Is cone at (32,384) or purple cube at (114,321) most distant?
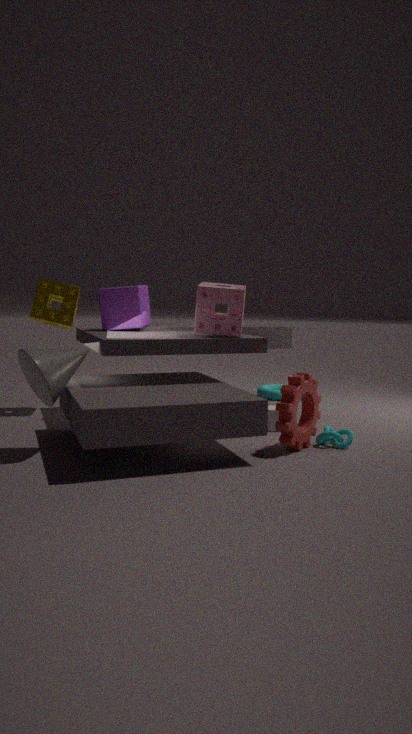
purple cube at (114,321)
